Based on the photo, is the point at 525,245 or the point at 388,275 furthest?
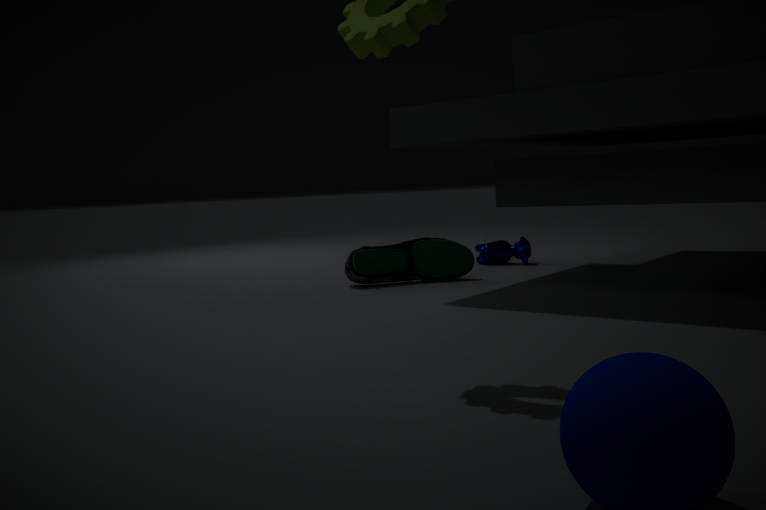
the point at 525,245
